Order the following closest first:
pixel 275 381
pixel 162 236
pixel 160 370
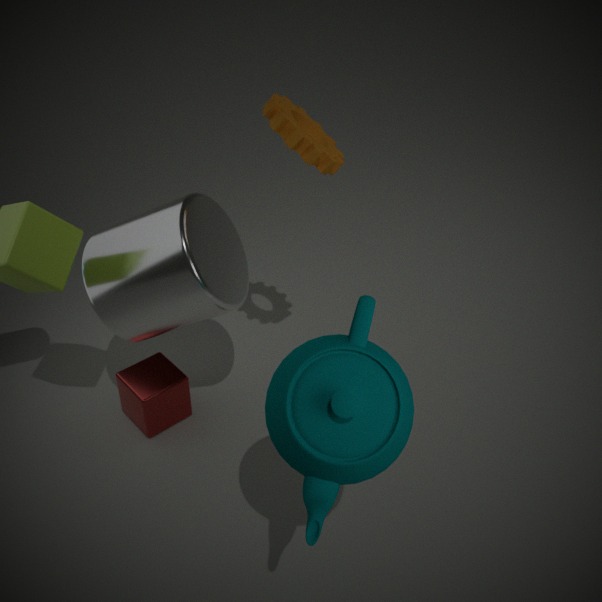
pixel 275 381, pixel 162 236, pixel 160 370
